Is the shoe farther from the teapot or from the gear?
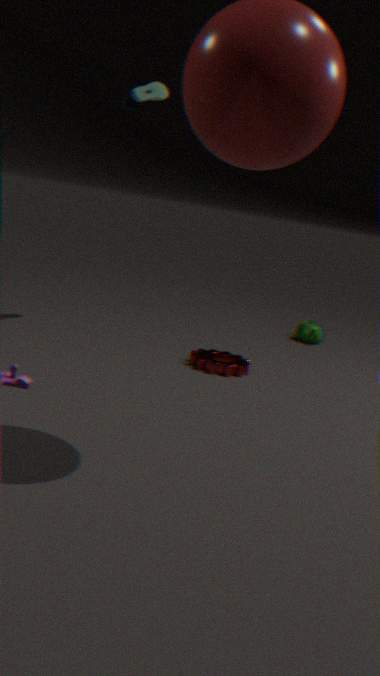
the teapot
